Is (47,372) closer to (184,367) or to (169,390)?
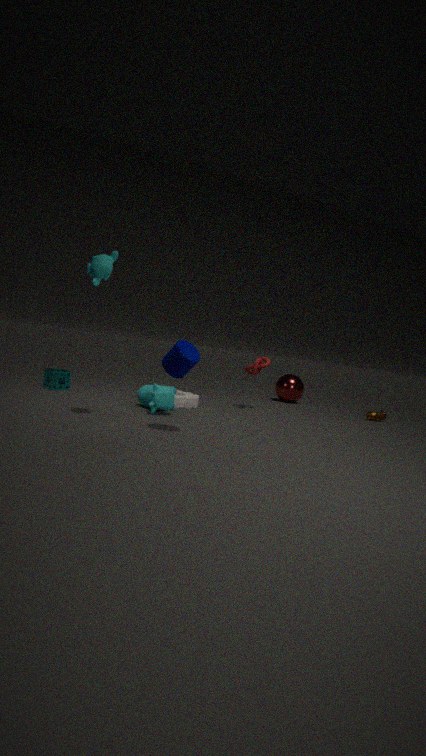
(169,390)
